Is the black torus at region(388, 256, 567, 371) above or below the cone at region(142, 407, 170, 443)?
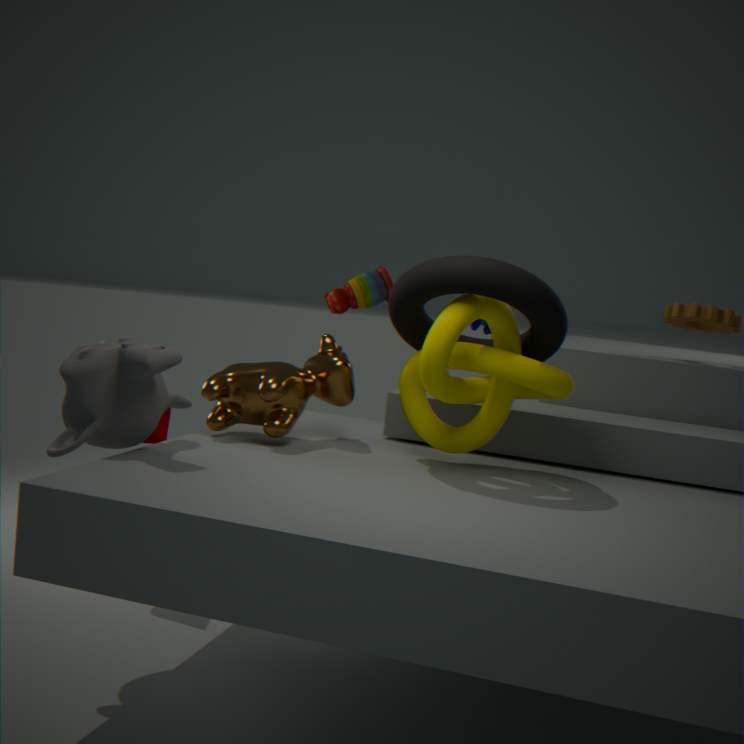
above
